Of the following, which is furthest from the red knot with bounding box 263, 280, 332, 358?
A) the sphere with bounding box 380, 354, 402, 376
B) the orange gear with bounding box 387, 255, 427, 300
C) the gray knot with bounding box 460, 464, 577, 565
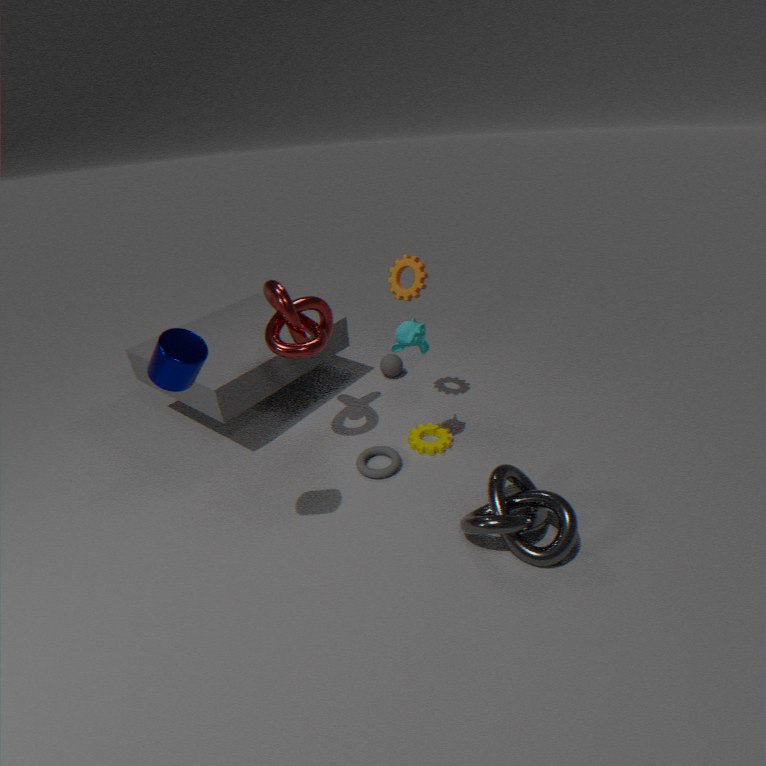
the gray knot with bounding box 460, 464, 577, 565
